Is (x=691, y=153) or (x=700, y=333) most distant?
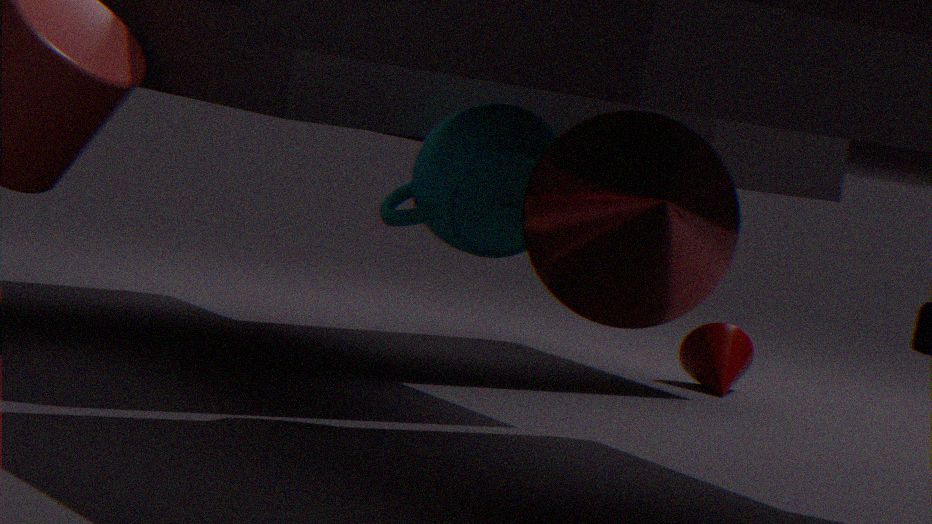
(x=700, y=333)
